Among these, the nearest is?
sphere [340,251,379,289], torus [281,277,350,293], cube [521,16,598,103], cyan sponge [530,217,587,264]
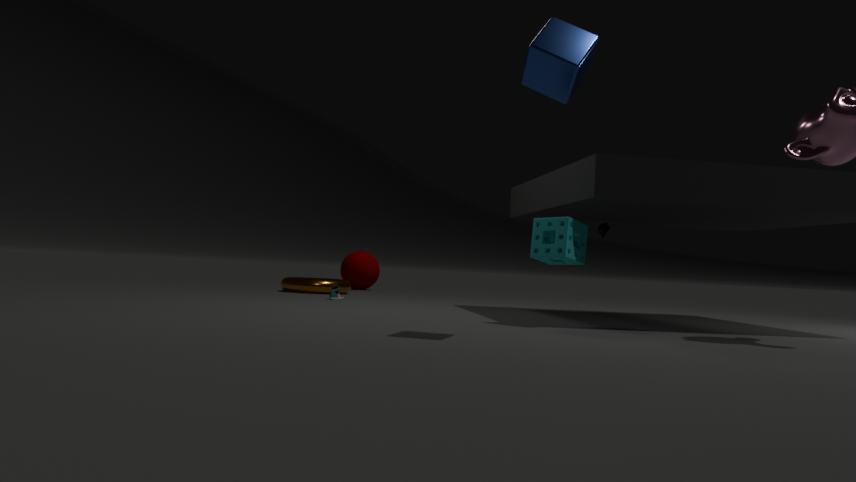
cube [521,16,598,103]
